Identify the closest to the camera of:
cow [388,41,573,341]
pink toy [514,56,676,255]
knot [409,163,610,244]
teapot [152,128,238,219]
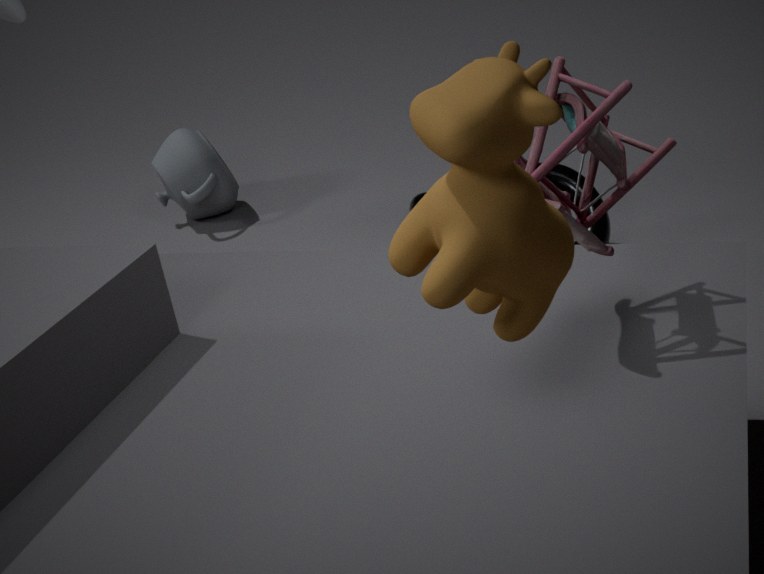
cow [388,41,573,341]
